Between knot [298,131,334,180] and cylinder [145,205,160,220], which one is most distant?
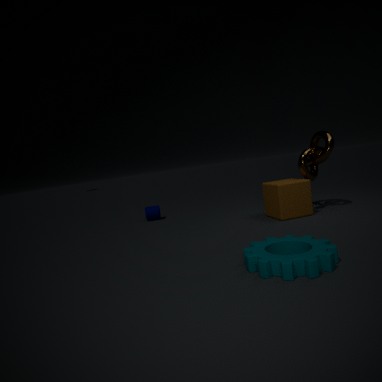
cylinder [145,205,160,220]
